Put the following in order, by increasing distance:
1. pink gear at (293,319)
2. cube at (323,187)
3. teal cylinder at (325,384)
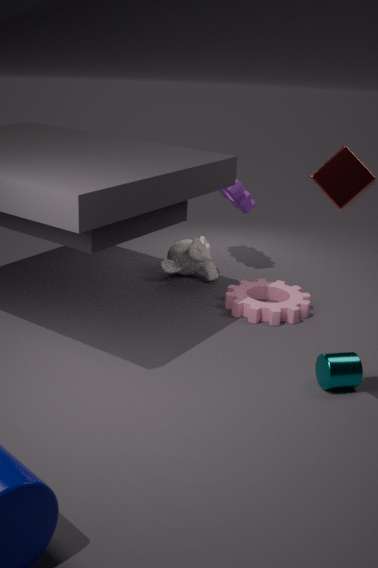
cube at (323,187)
teal cylinder at (325,384)
pink gear at (293,319)
